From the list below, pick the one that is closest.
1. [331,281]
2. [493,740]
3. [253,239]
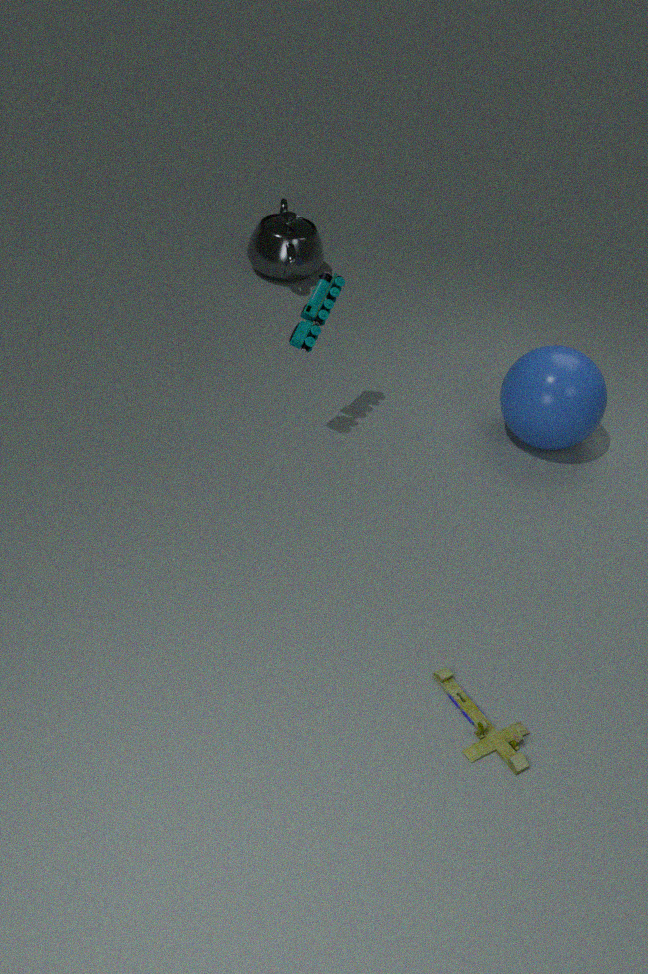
[493,740]
